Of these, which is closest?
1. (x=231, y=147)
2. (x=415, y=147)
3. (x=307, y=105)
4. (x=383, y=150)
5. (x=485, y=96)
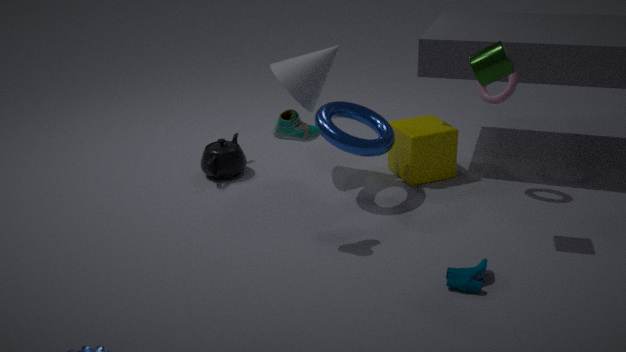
(x=383, y=150)
